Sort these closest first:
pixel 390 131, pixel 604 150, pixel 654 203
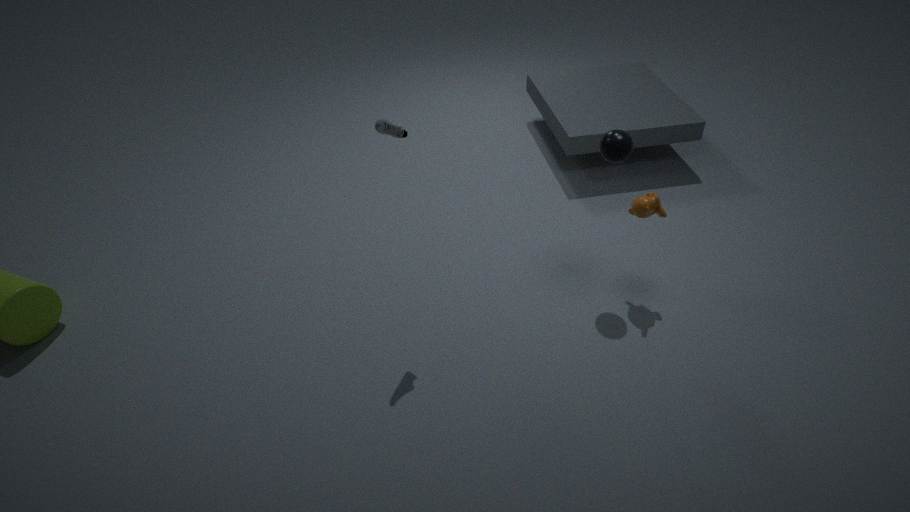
pixel 390 131 < pixel 604 150 < pixel 654 203
